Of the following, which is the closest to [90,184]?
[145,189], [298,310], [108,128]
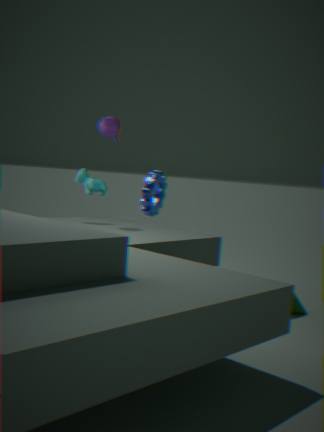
[108,128]
